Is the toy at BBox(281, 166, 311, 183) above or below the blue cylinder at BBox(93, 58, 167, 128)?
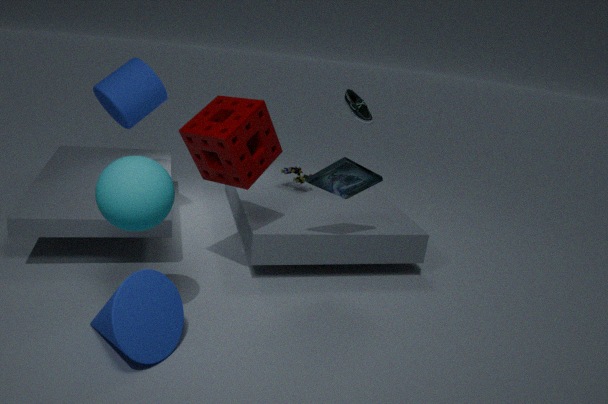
below
